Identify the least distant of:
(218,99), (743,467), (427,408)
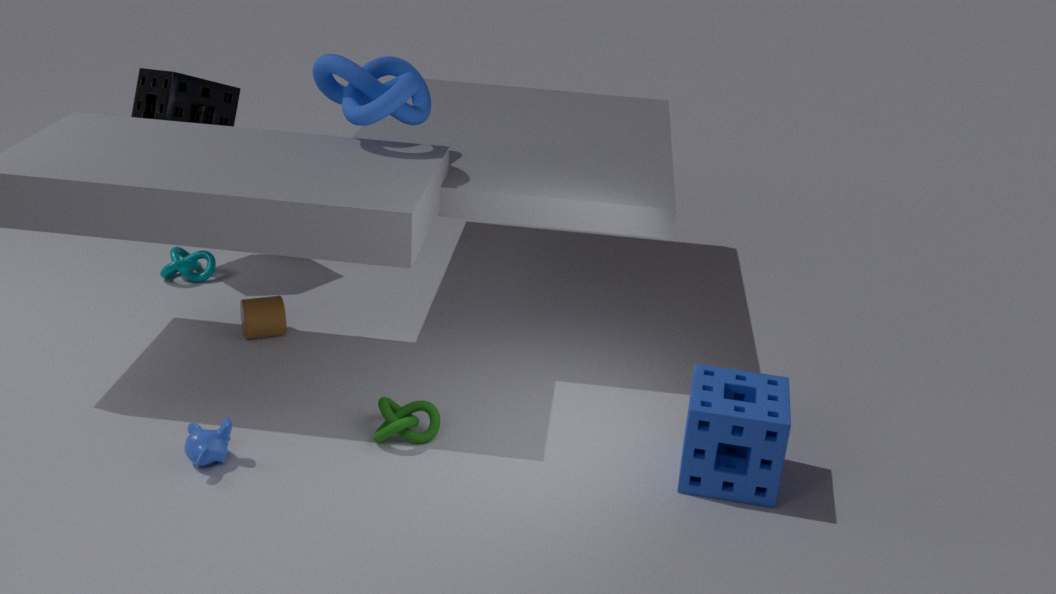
(743,467)
